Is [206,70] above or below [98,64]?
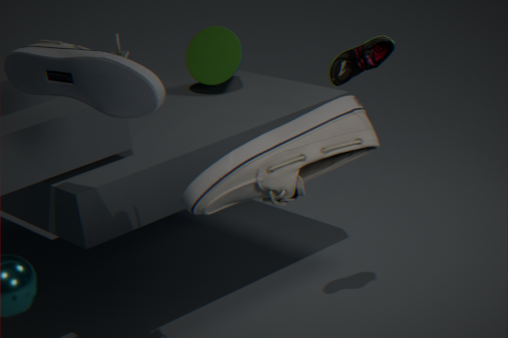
below
